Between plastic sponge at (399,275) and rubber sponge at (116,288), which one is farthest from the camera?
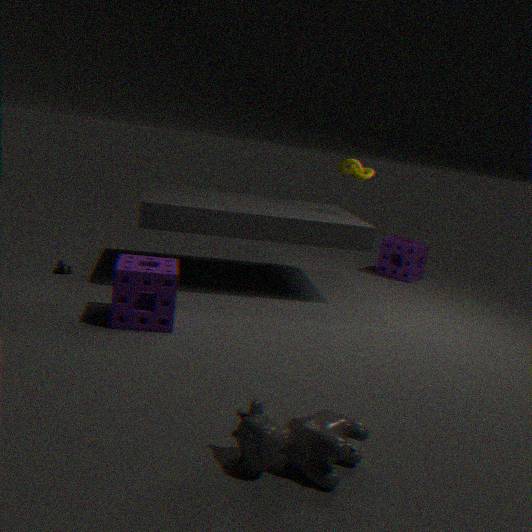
plastic sponge at (399,275)
